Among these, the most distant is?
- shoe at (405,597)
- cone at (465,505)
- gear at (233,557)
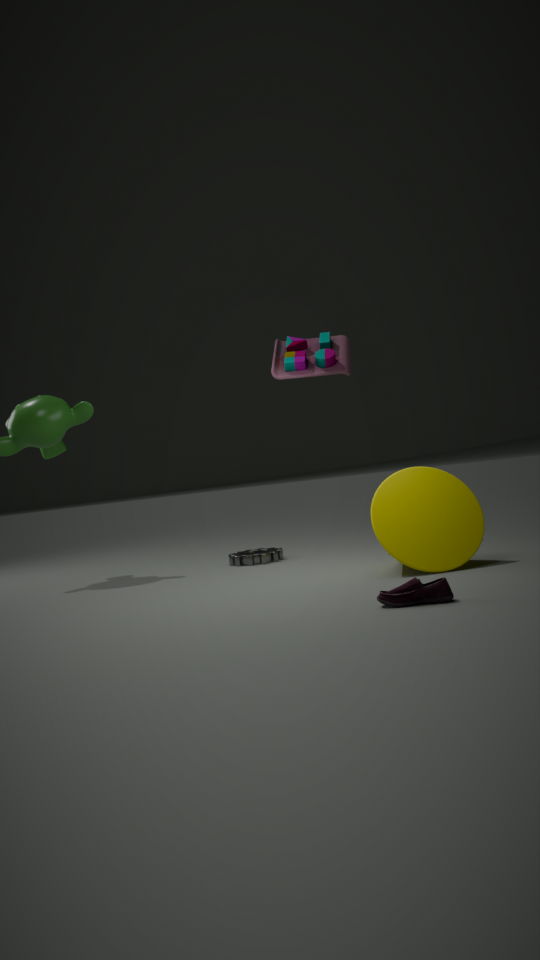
gear at (233,557)
